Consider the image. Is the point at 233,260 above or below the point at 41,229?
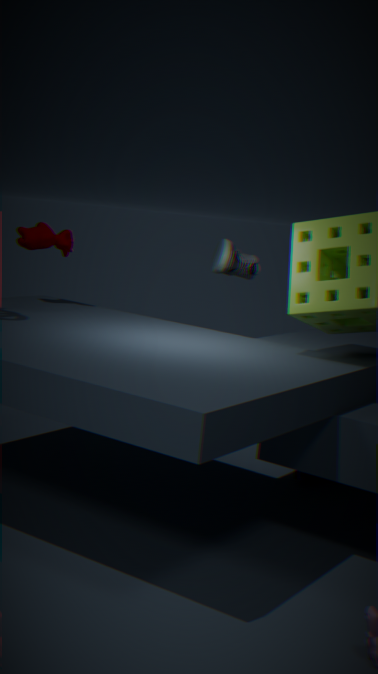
below
